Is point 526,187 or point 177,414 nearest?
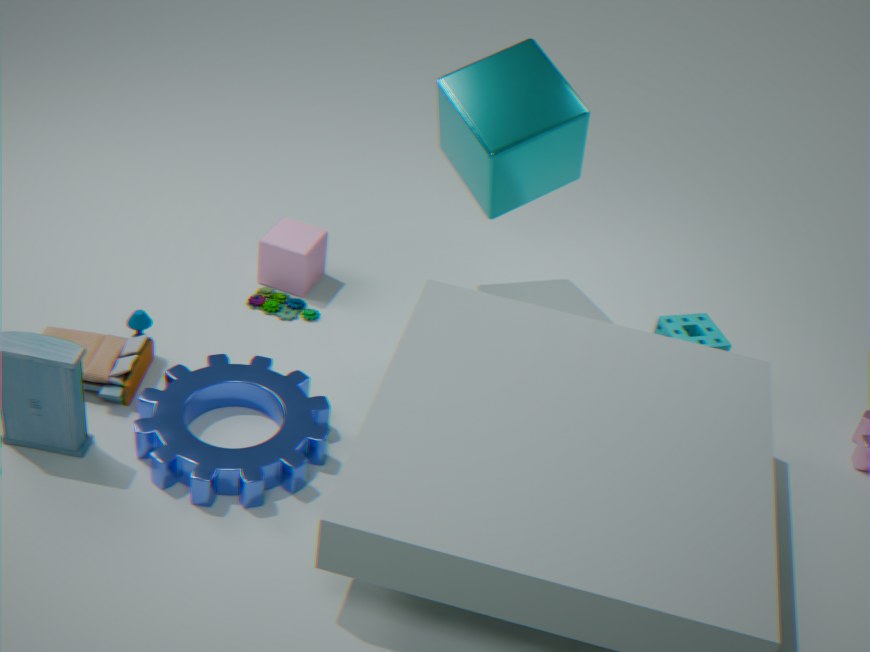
point 177,414
